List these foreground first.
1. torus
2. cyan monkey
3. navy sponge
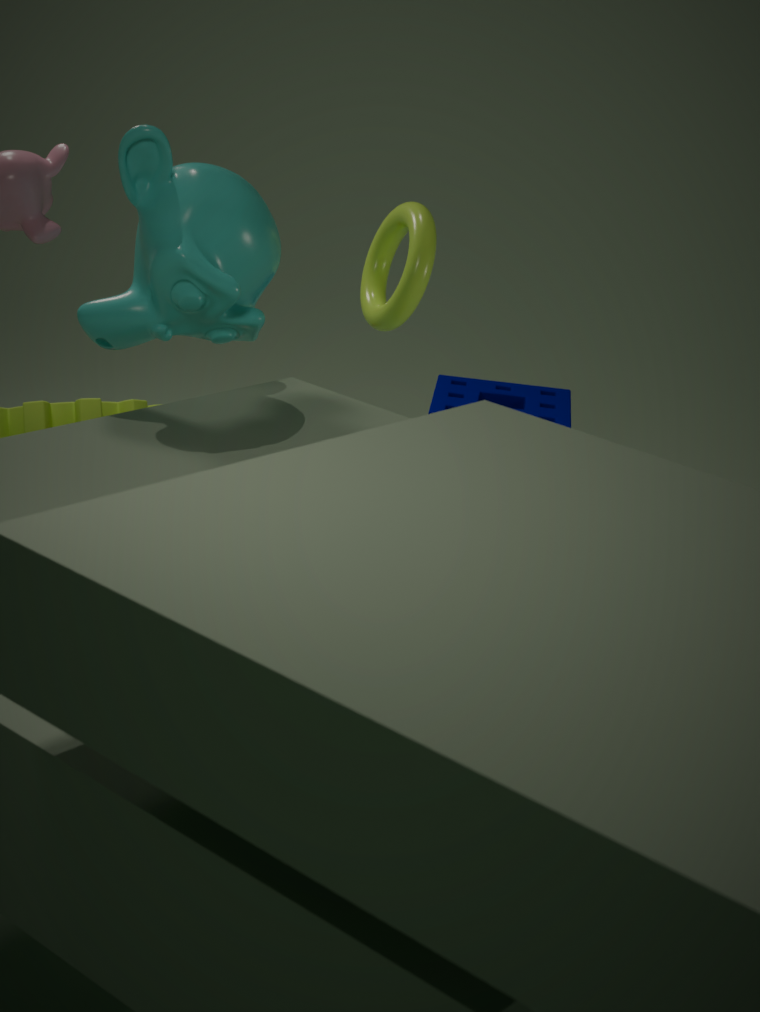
cyan monkey < torus < navy sponge
